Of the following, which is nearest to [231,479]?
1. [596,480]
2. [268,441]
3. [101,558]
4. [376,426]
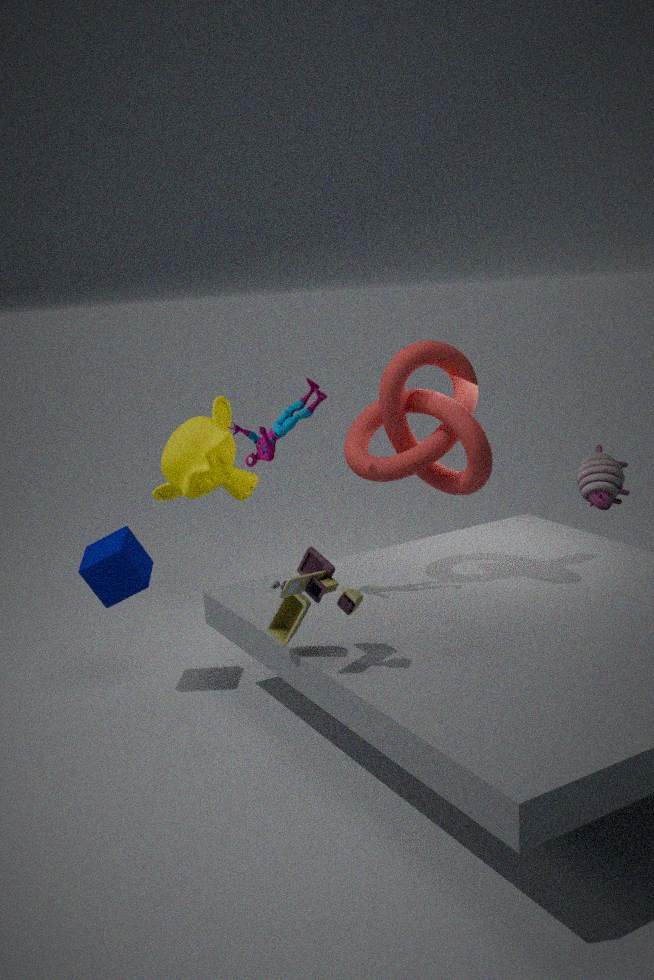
[101,558]
